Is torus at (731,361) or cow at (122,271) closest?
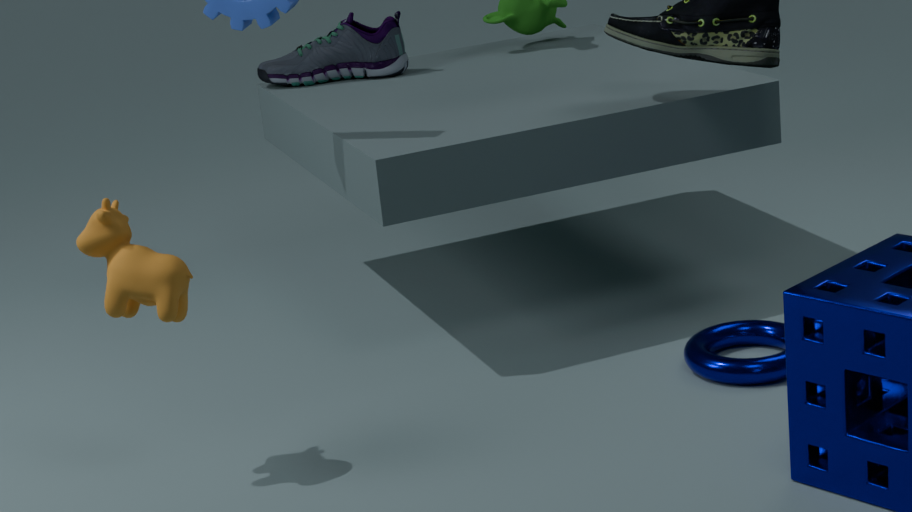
cow at (122,271)
